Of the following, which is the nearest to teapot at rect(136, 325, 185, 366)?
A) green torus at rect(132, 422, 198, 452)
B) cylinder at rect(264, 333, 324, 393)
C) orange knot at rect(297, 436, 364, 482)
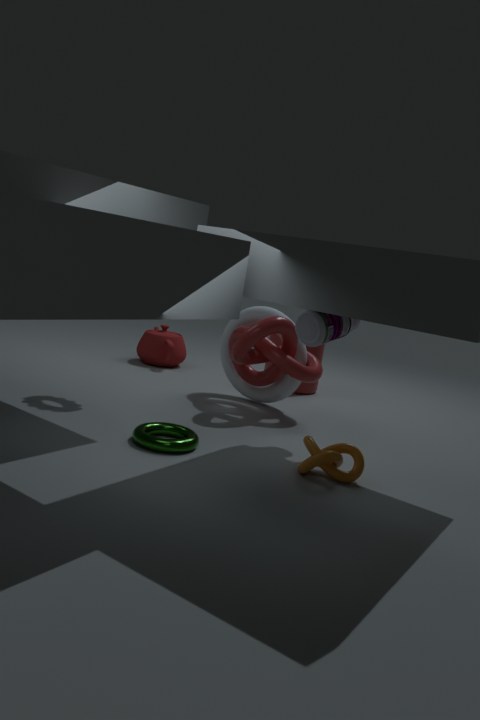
cylinder at rect(264, 333, 324, 393)
